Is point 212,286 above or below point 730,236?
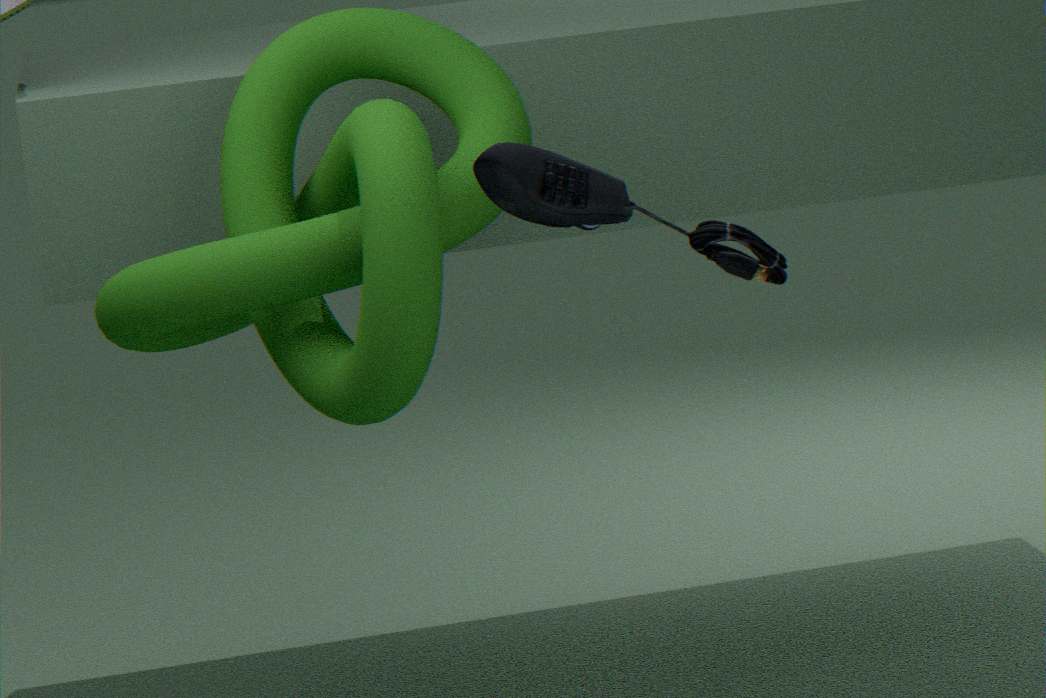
below
